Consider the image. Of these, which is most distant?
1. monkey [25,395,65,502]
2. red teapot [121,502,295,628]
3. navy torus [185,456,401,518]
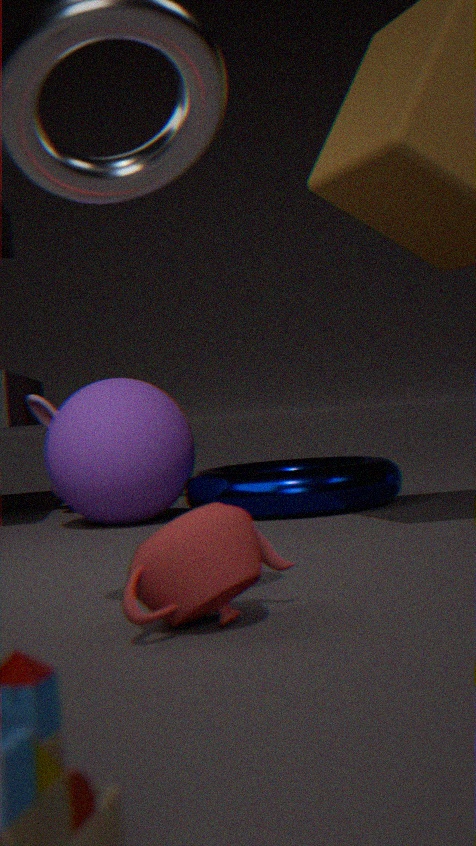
monkey [25,395,65,502]
